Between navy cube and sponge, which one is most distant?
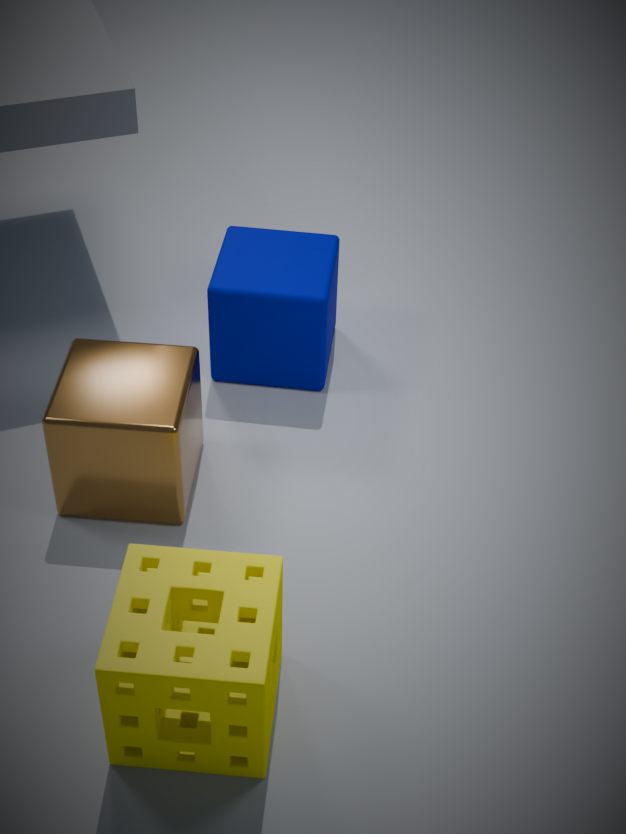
navy cube
